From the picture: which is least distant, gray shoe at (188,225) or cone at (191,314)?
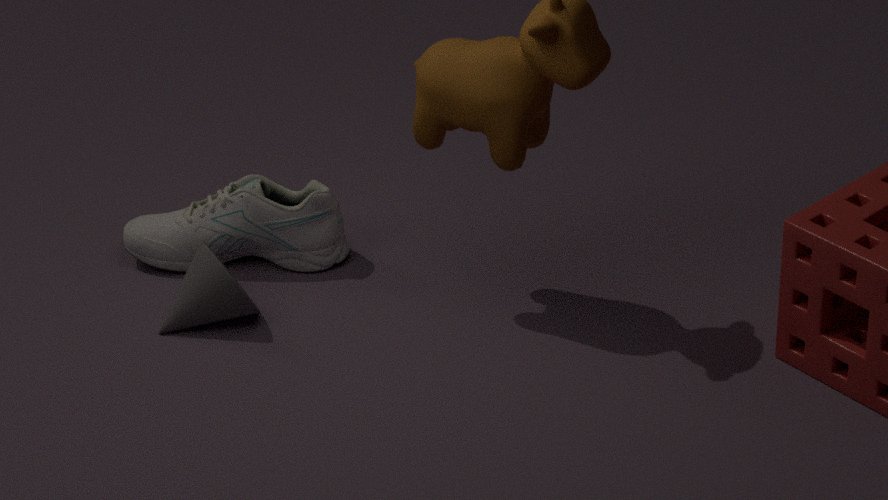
cone at (191,314)
